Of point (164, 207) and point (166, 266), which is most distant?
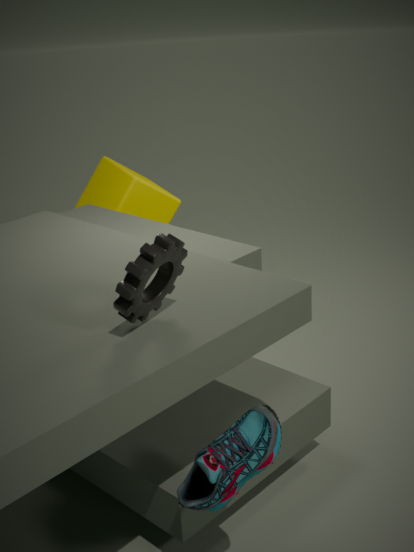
point (164, 207)
